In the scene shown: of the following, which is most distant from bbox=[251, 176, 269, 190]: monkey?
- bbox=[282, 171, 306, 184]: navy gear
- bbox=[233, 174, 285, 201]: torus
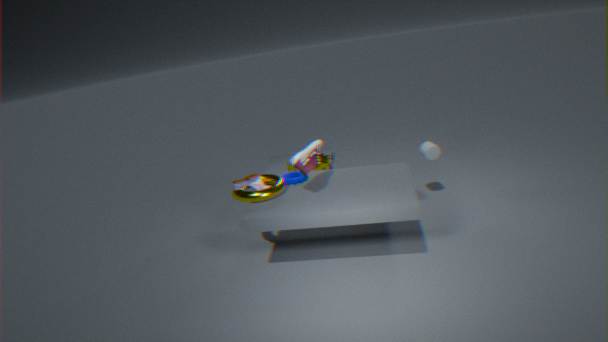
bbox=[282, 171, 306, 184]: navy gear
